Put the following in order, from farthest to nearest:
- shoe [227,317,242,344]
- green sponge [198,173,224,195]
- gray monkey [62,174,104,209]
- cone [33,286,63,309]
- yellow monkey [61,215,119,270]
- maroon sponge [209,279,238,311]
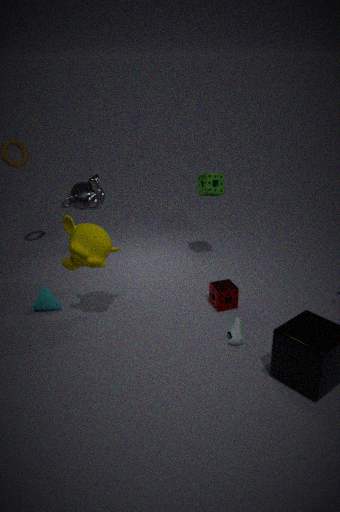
gray monkey [62,174,104,209] → green sponge [198,173,224,195] → cone [33,286,63,309] → maroon sponge [209,279,238,311] → shoe [227,317,242,344] → yellow monkey [61,215,119,270]
